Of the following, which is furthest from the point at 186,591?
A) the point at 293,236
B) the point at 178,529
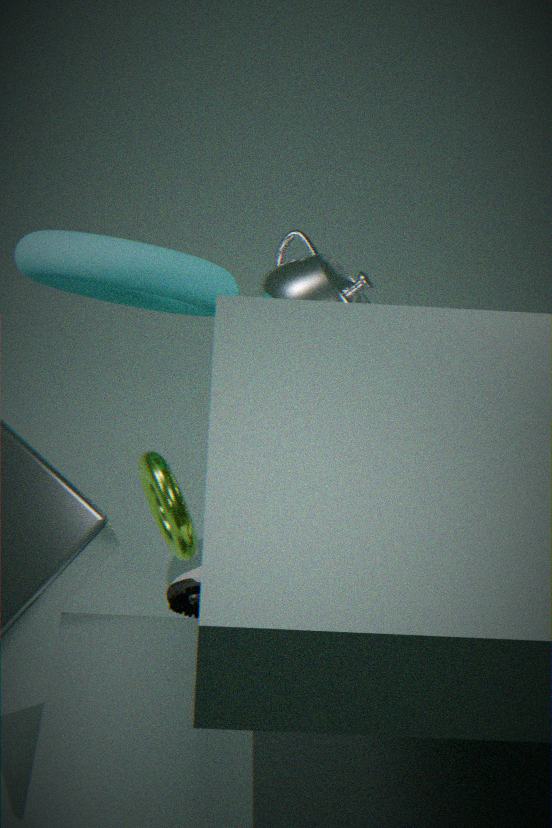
the point at 293,236
